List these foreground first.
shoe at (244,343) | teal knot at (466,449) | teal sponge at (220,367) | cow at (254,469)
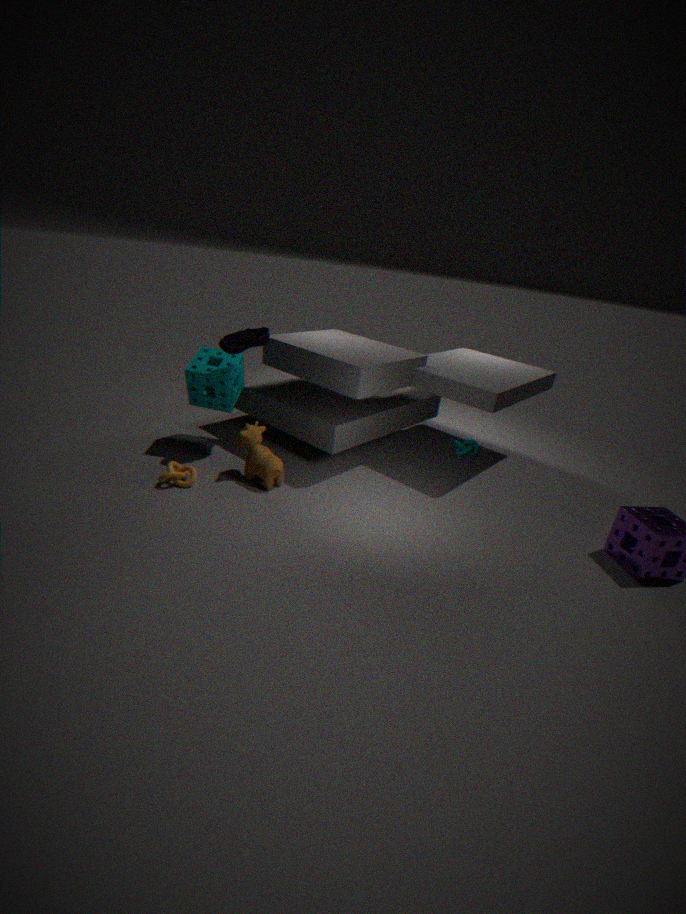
cow at (254,469) < shoe at (244,343) < teal sponge at (220,367) < teal knot at (466,449)
